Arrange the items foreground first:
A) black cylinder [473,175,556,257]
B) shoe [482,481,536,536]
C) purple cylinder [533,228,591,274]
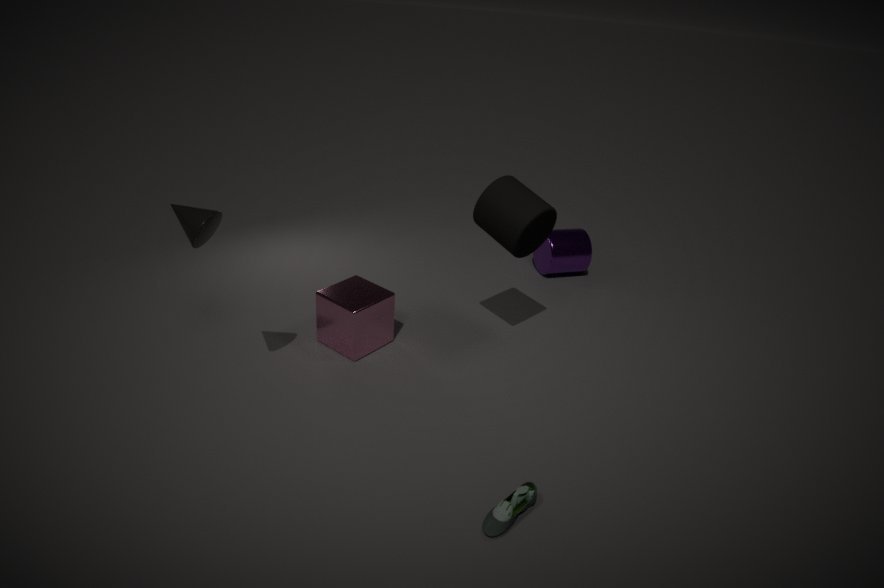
shoe [482,481,536,536] < black cylinder [473,175,556,257] < purple cylinder [533,228,591,274]
